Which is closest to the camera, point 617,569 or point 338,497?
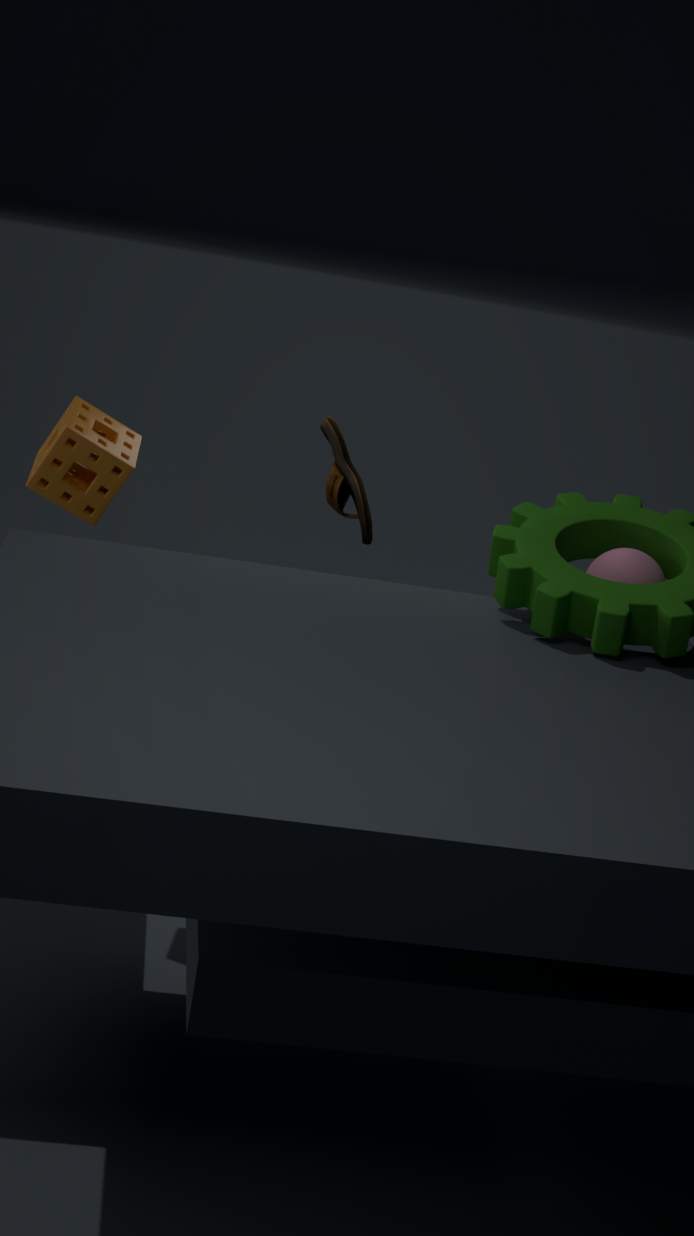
point 617,569
